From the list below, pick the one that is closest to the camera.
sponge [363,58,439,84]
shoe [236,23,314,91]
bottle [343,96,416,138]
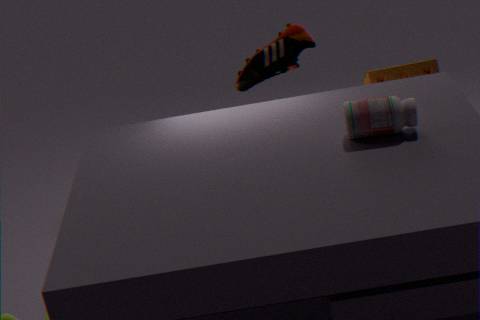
bottle [343,96,416,138]
